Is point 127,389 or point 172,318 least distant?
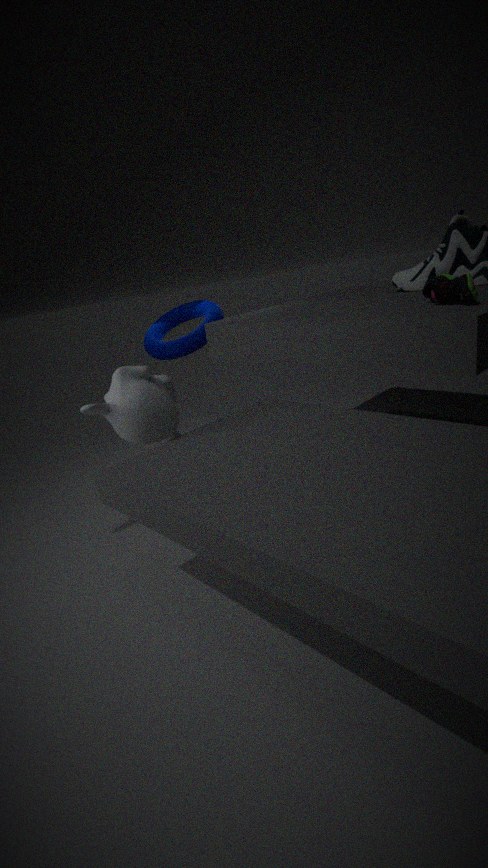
point 127,389
